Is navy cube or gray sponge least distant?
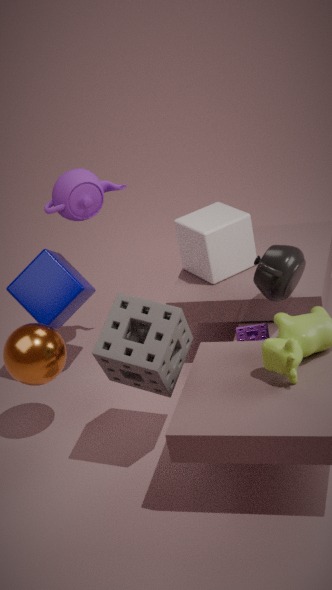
gray sponge
